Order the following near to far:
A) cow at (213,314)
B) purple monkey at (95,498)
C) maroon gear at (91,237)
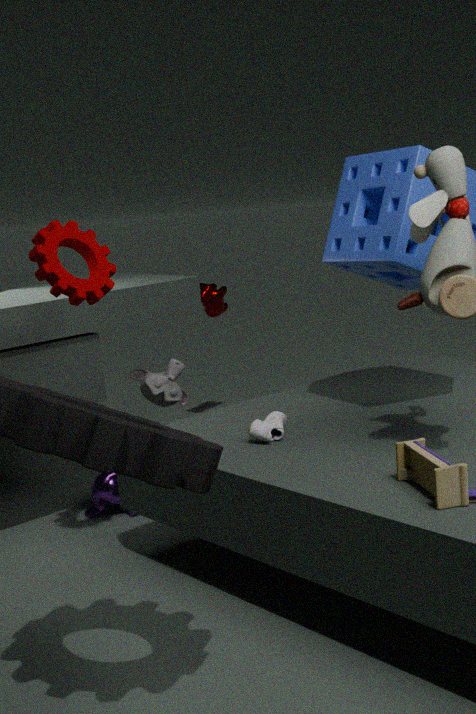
maroon gear at (91,237) → purple monkey at (95,498) → cow at (213,314)
